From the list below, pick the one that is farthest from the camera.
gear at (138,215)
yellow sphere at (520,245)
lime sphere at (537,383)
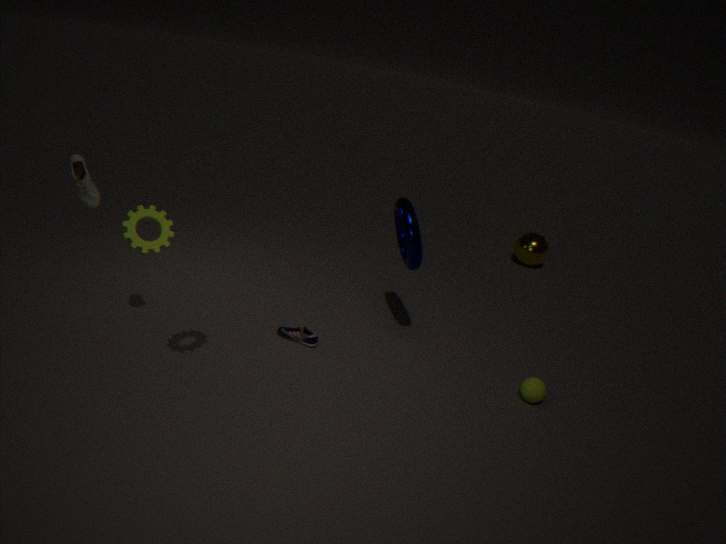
yellow sphere at (520,245)
